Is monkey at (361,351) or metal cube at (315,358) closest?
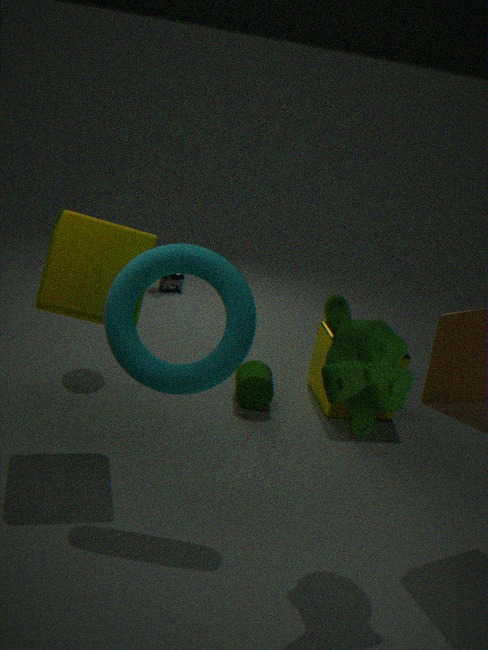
monkey at (361,351)
